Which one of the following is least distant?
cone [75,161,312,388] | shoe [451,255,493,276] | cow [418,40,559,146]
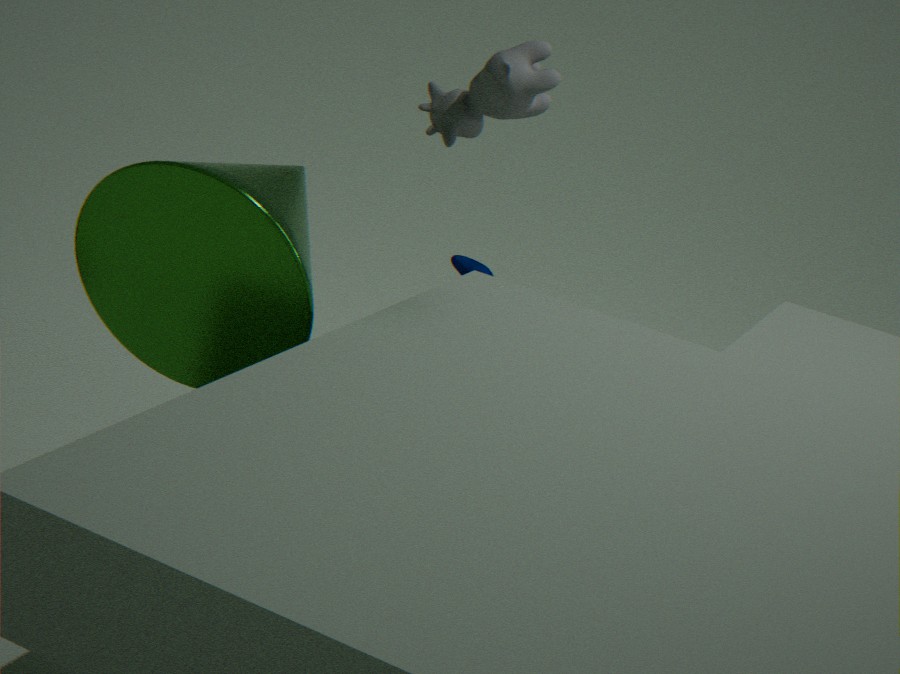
cone [75,161,312,388]
